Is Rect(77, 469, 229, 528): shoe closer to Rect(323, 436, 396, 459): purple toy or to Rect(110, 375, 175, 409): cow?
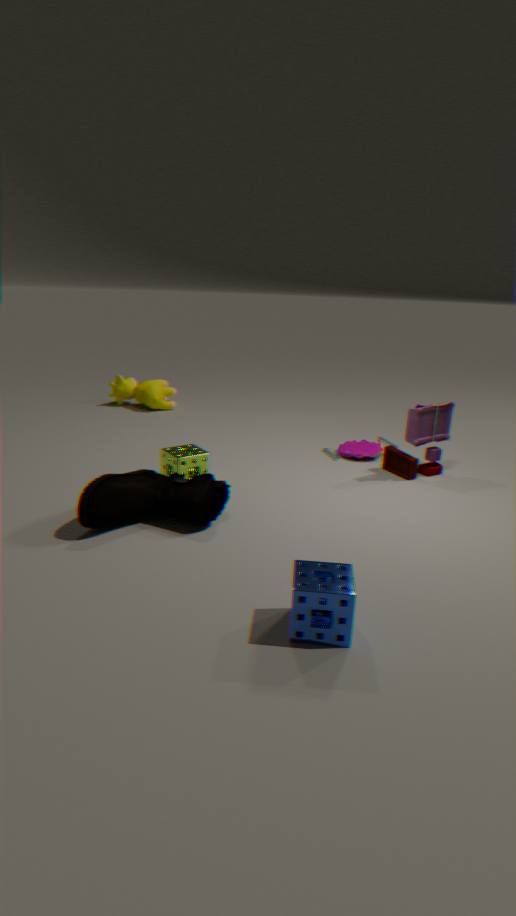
Rect(323, 436, 396, 459): purple toy
